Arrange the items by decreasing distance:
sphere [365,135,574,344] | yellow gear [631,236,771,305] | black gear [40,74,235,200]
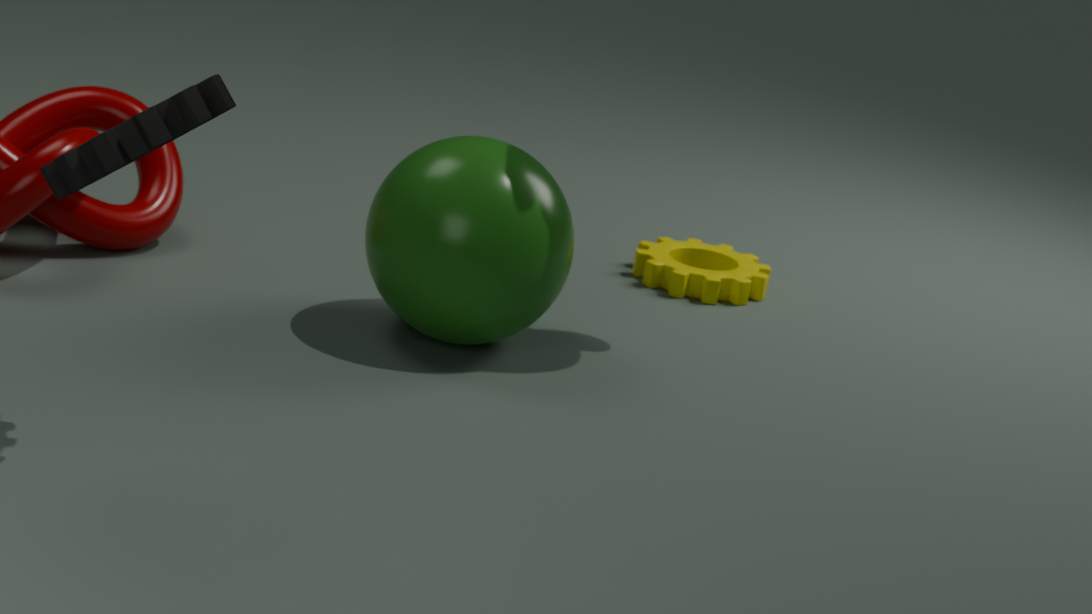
yellow gear [631,236,771,305] < sphere [365,135,574,344] < black gear [40,74,235,200]
